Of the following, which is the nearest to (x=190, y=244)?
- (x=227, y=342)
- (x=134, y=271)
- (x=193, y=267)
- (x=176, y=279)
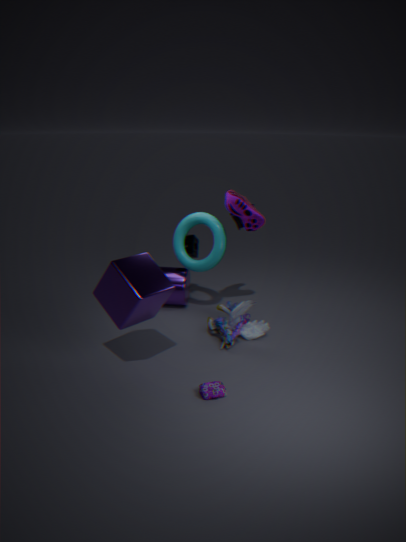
(x=193, y=267)
